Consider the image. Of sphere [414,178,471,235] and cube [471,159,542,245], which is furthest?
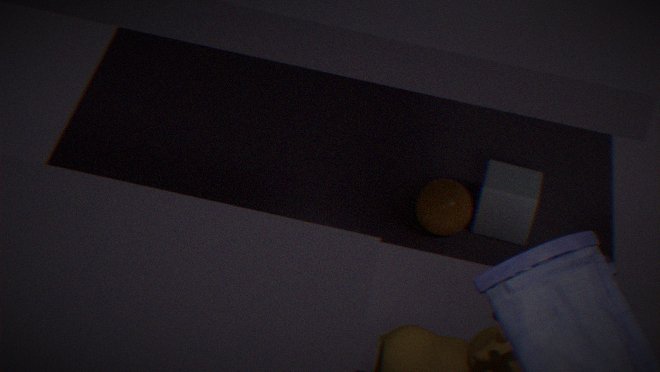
cube [471,159,542,245]
